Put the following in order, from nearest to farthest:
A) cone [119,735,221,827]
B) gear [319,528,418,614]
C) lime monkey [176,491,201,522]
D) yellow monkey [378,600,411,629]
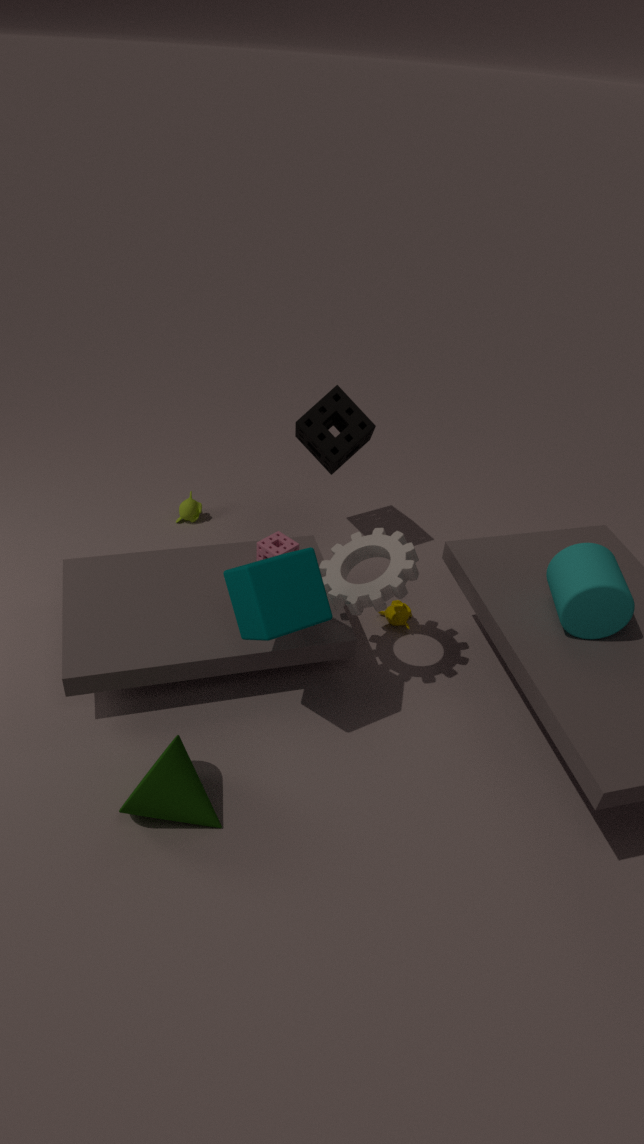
1. cone [119,735,221,827]
2. gear [319,528,418,614]
3. yellow monkey [378,600,411,629]
4. lime monkey [176,491,201,522]
